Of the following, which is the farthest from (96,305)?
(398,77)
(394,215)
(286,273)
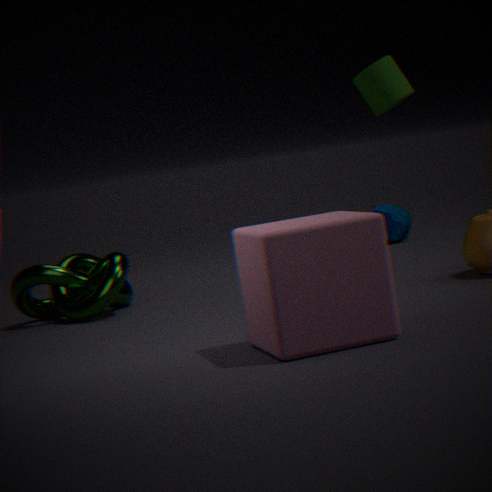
(394,215)
